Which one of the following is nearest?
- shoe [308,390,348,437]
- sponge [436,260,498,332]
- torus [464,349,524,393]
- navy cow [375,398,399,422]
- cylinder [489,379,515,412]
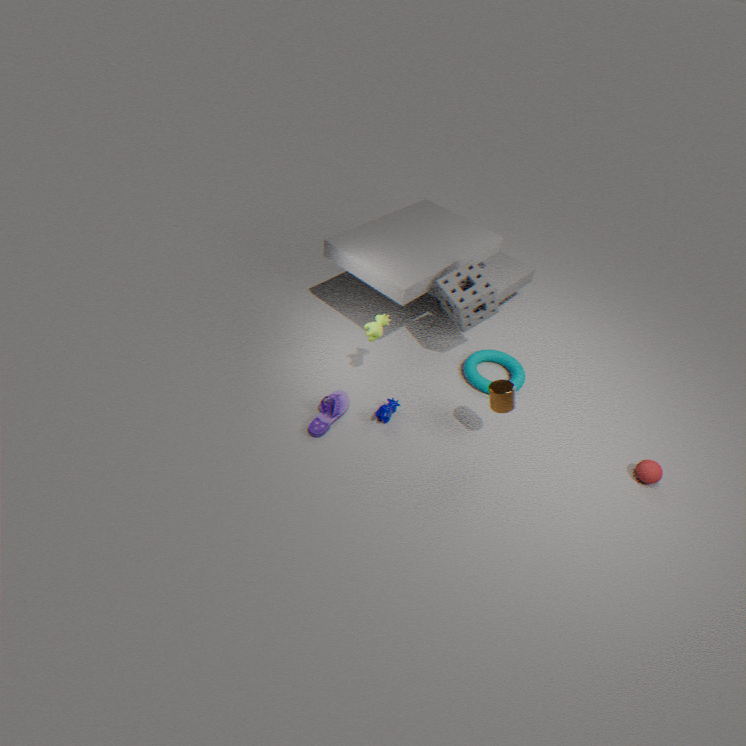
cylinder [489,379,515,412]
